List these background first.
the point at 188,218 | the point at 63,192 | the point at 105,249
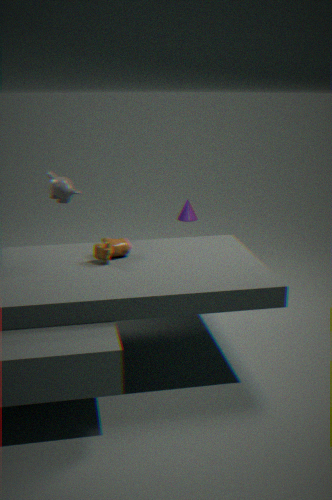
1. the point at 188,218
2. the point at 63,192
3. the point at 105,249
